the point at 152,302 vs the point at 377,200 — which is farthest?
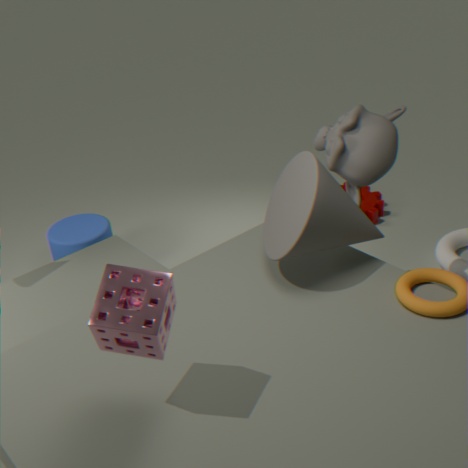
the point at 377,200
